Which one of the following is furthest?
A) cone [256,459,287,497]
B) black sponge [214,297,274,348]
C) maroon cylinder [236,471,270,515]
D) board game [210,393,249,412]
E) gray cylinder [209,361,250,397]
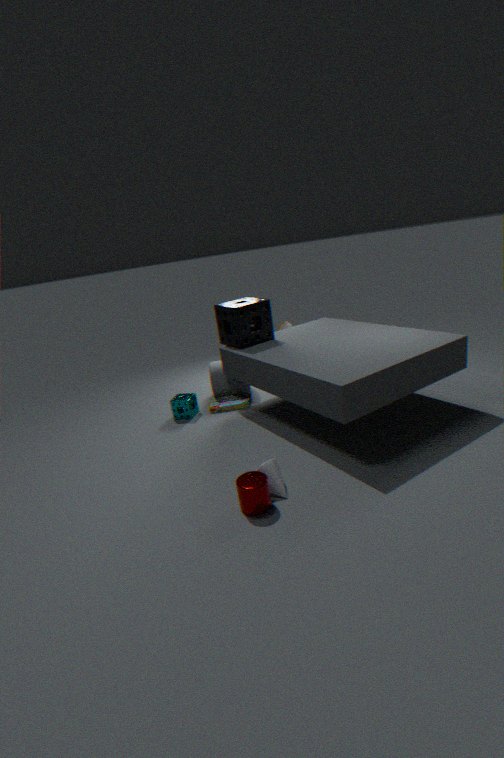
gray cylinder [209,361,250,397]
